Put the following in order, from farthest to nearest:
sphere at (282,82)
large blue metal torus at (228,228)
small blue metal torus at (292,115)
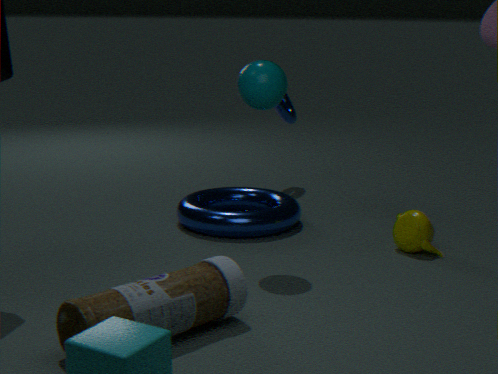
1. small blue metal torus at (292,115)
2. large blue metal torus at (228,228)
3. sphere at (282,82)
